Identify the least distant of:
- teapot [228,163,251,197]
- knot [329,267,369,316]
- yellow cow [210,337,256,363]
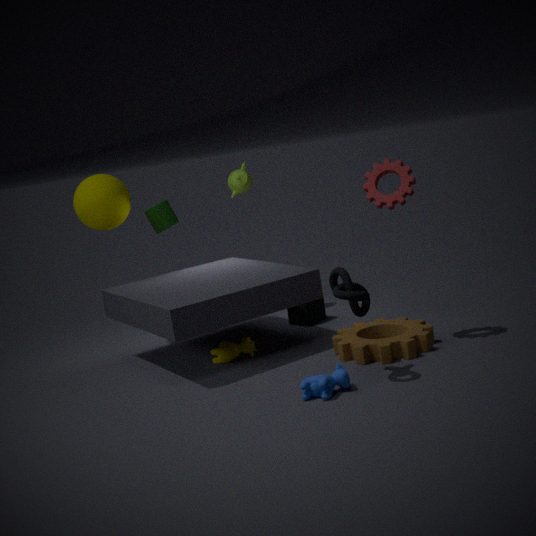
knot [329,267,369,316]
